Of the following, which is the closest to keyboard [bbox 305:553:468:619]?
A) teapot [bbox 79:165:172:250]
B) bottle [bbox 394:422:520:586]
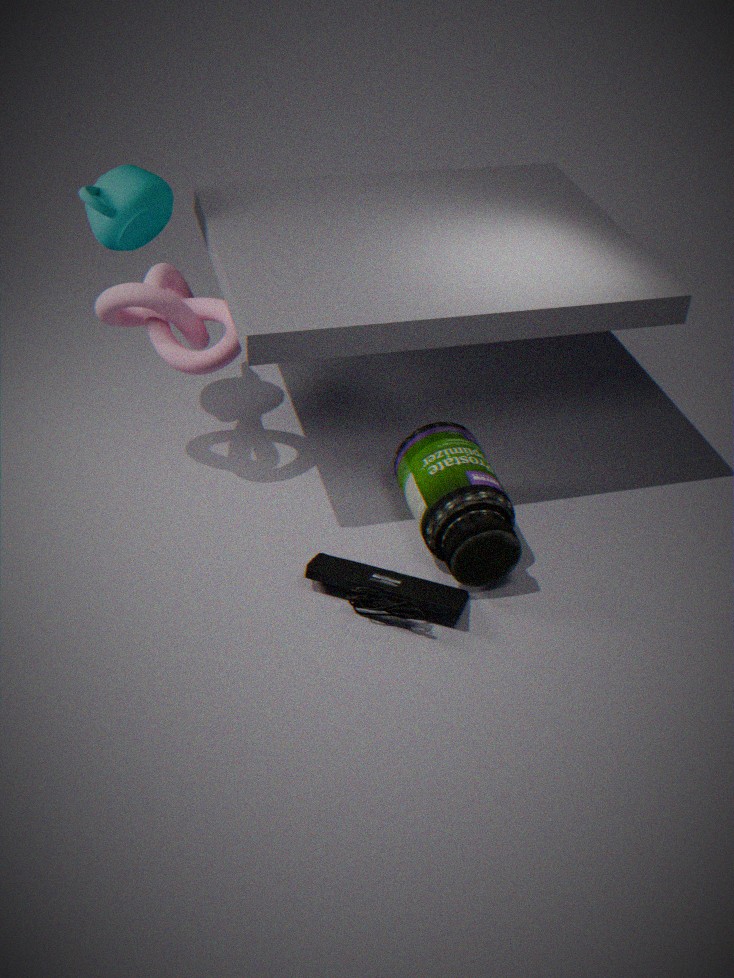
bottle [bbox 394:422:520:586]
